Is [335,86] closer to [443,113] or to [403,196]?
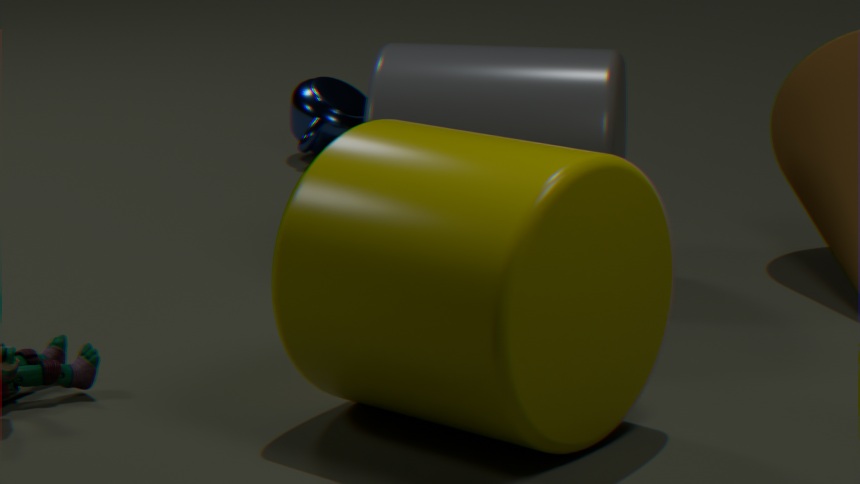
[443,113]
